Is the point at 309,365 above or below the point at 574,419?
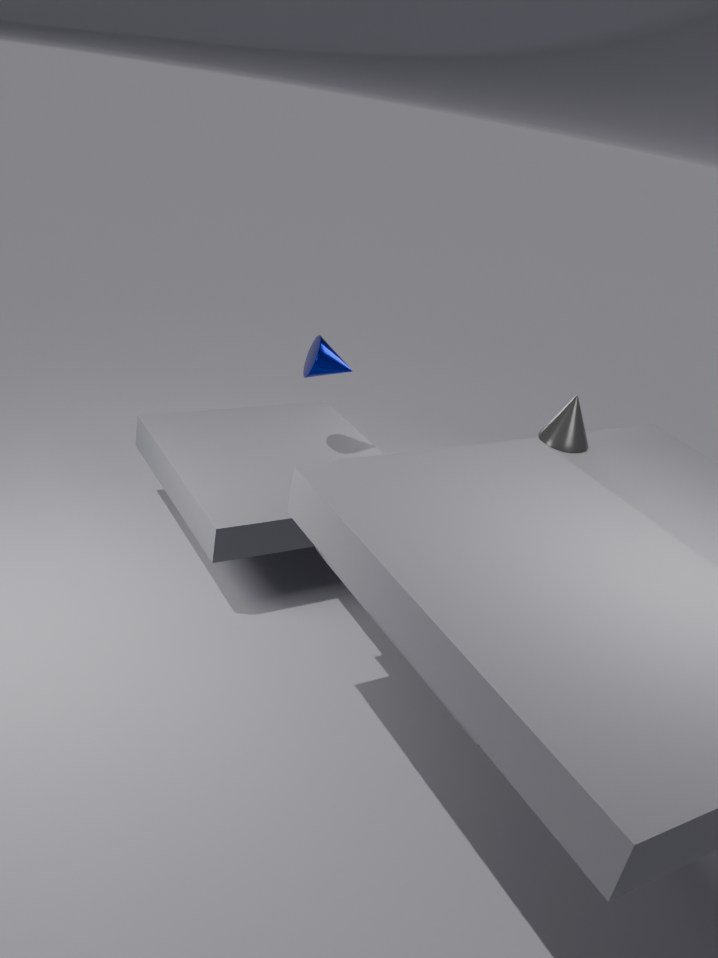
below
